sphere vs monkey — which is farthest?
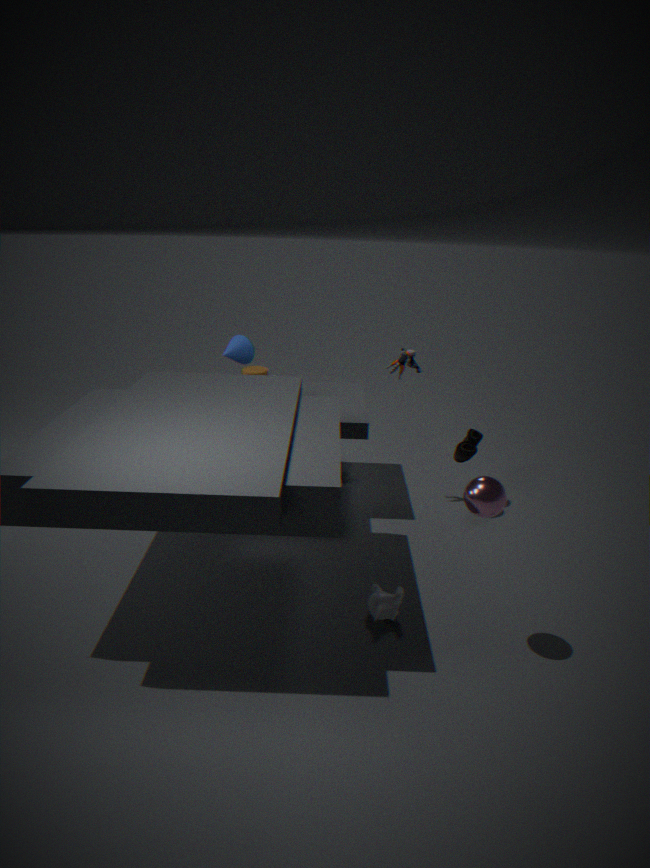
monkey
